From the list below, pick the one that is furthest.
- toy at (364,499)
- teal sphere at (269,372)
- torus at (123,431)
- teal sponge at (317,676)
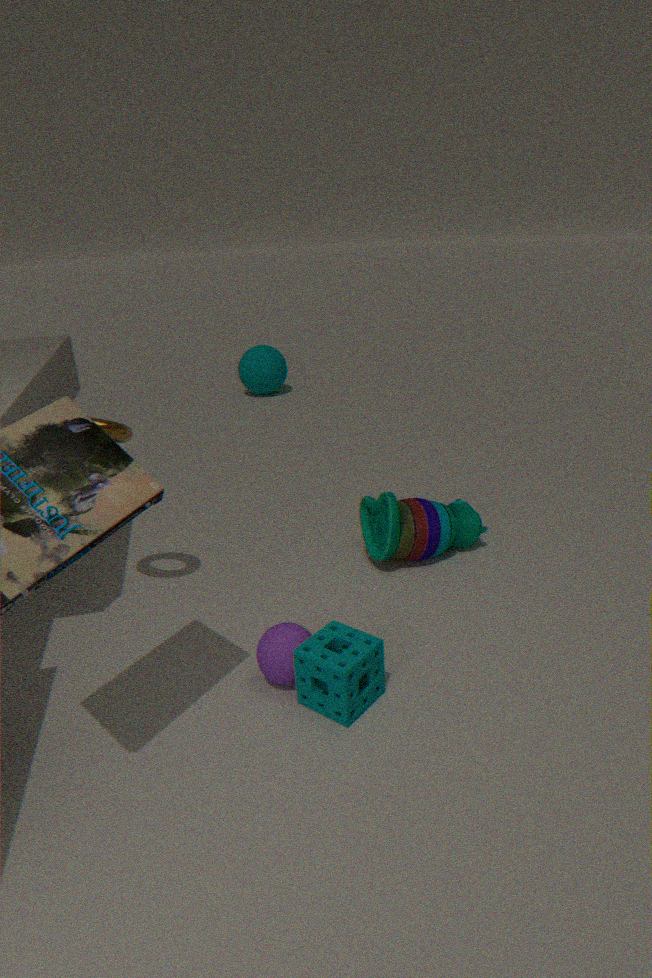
teal sphere at (269,372)
